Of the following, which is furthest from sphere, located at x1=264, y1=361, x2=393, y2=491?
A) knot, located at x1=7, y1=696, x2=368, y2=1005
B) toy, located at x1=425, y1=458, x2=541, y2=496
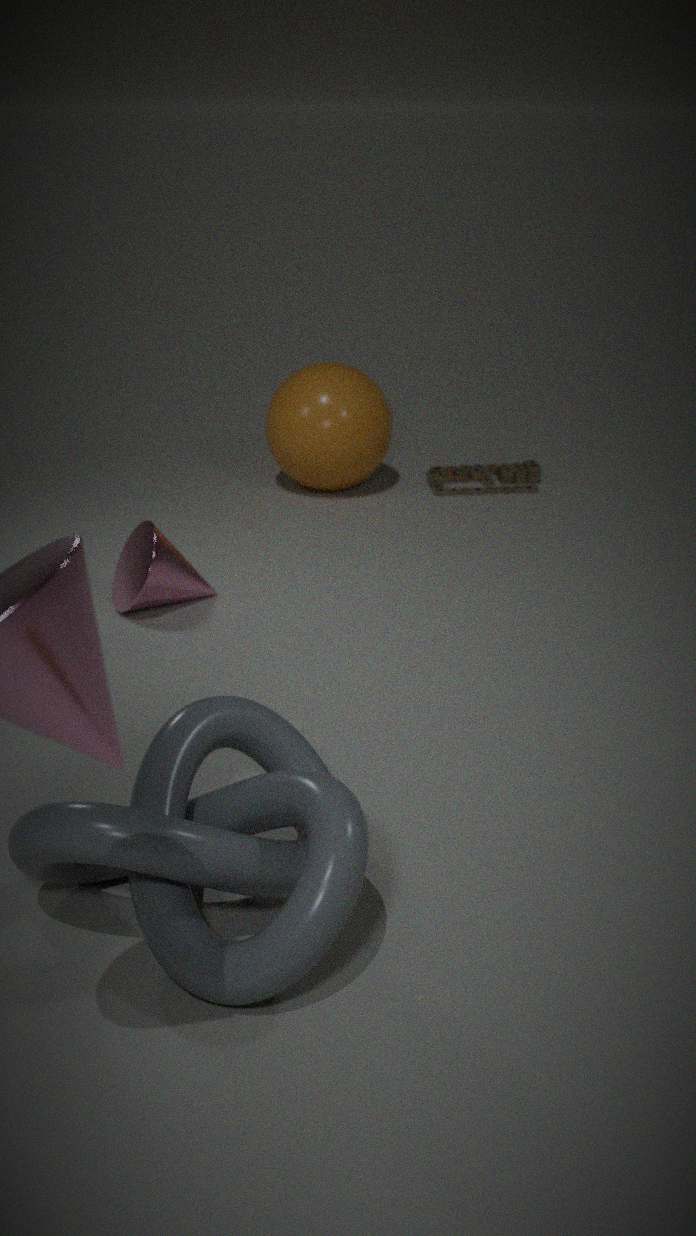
knot, located at x1=7, y1=696, x2=368, y2=1005
